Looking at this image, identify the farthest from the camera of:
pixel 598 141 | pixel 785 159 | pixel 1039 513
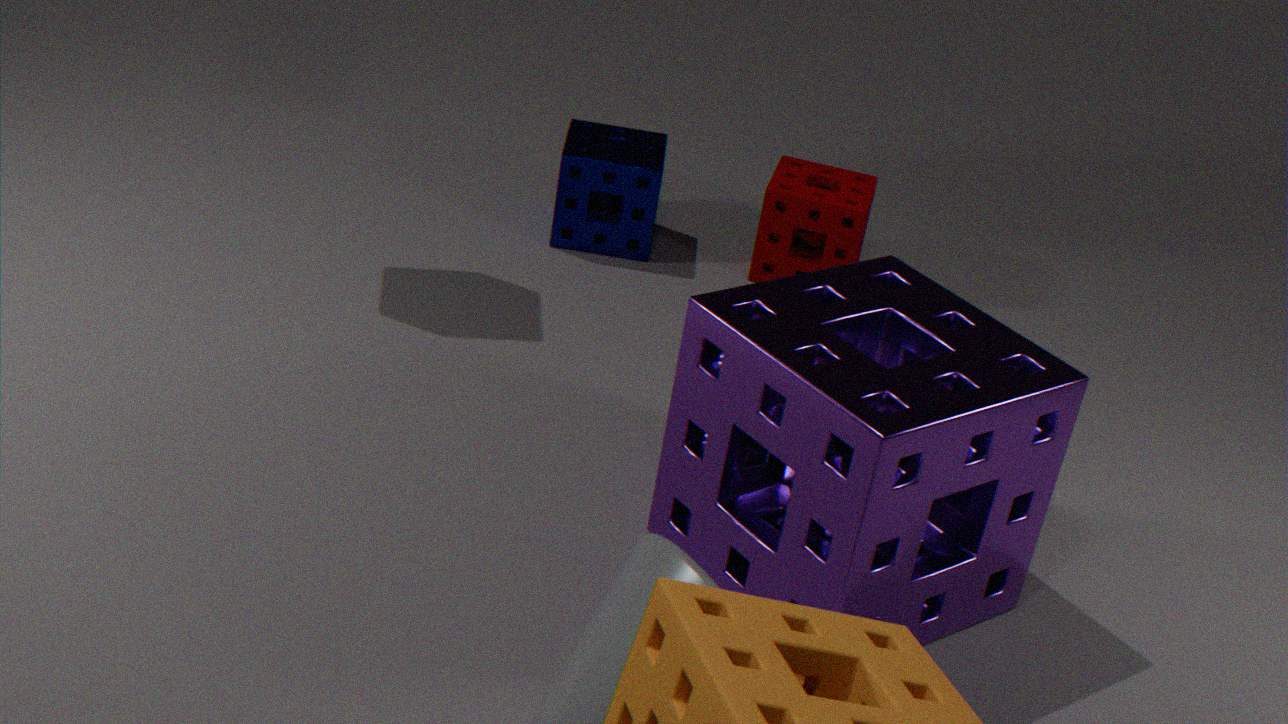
pixel 785 159
